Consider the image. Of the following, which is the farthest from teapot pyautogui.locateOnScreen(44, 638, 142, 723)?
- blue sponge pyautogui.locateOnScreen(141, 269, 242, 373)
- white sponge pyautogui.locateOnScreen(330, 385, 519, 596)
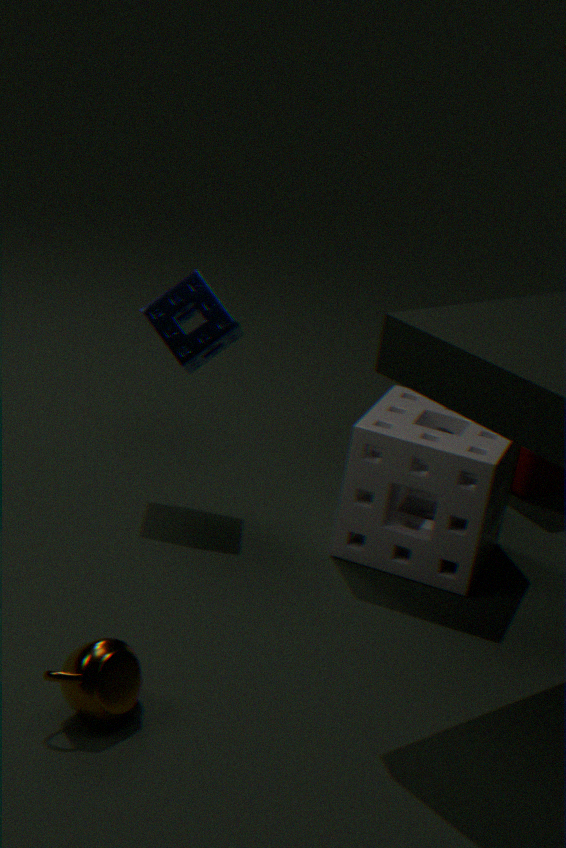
blue sponge pyautogui.locateOnScreen(141, 269, 242, 373)
